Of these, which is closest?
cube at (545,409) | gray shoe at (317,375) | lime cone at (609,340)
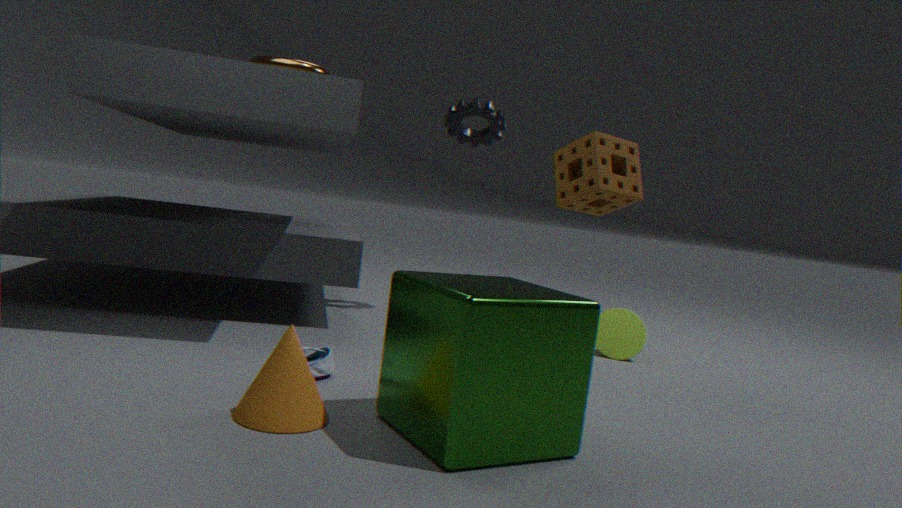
cube at (545,409)
